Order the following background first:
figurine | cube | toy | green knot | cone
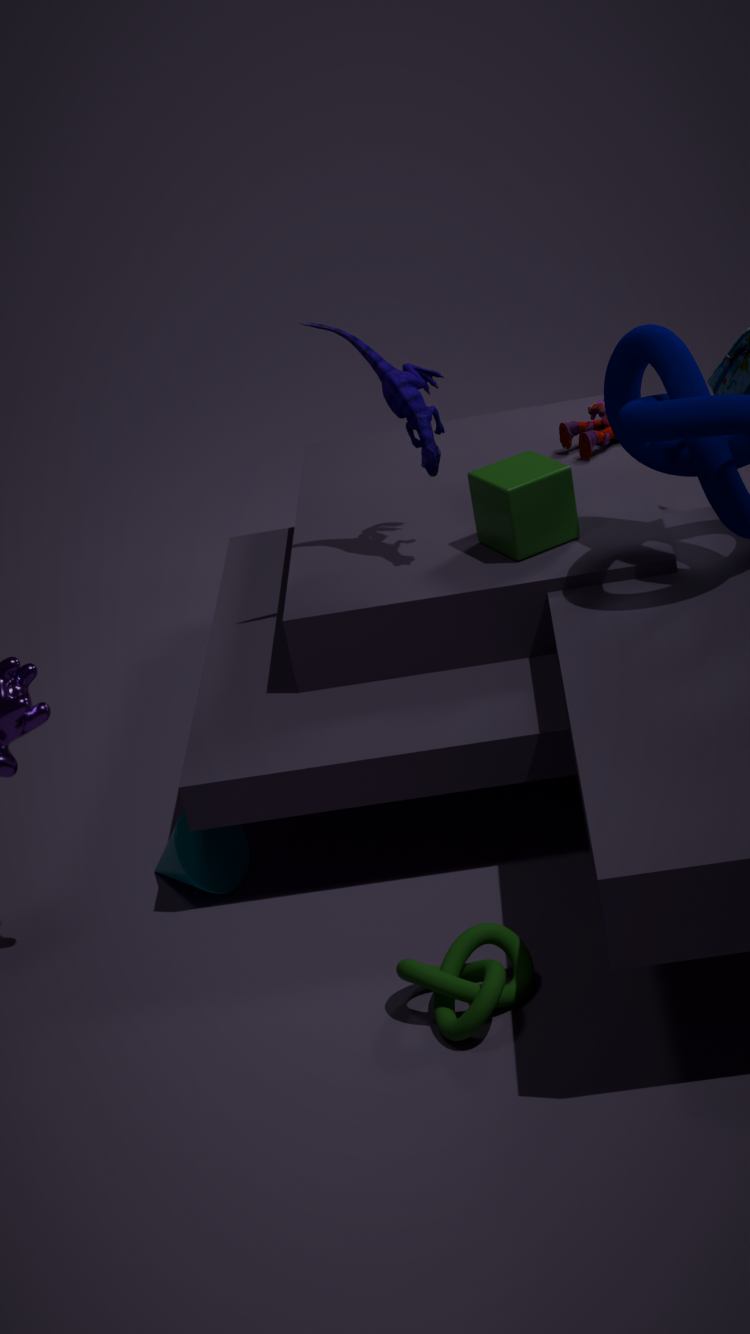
figurine → toy → cube → cone → green knot
